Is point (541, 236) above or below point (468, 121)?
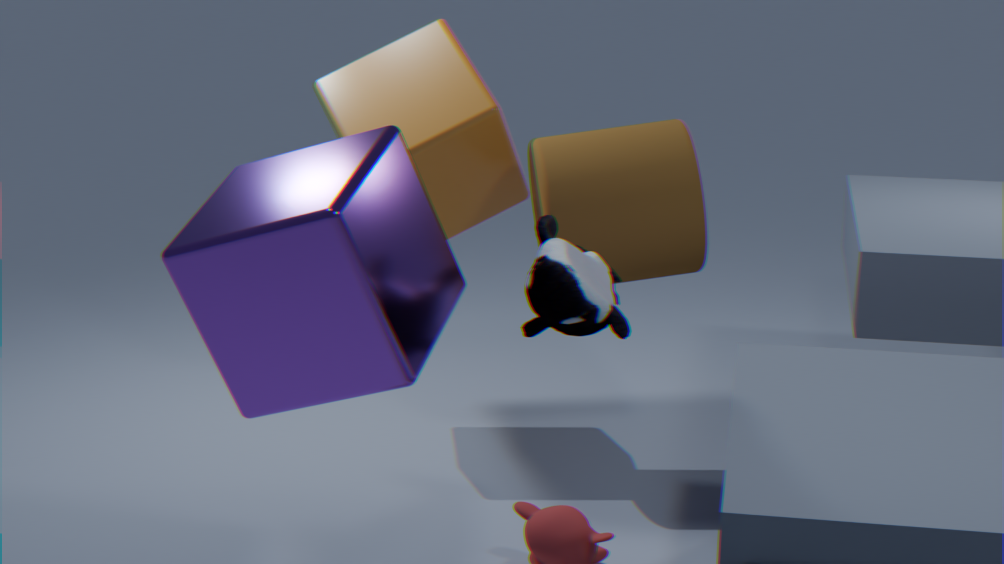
below
